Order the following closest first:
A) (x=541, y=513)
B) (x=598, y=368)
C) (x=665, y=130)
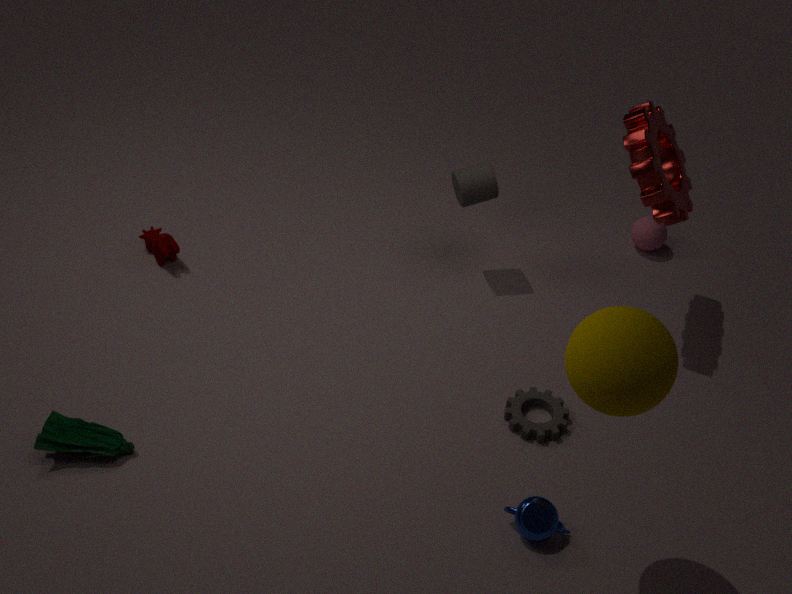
(x=598, y=368) < (x=541, y=513) < (x=665, y=130)
